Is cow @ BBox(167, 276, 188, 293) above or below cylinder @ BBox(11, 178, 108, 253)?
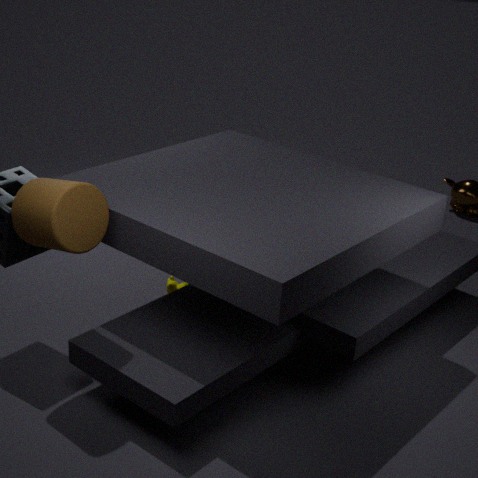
below
